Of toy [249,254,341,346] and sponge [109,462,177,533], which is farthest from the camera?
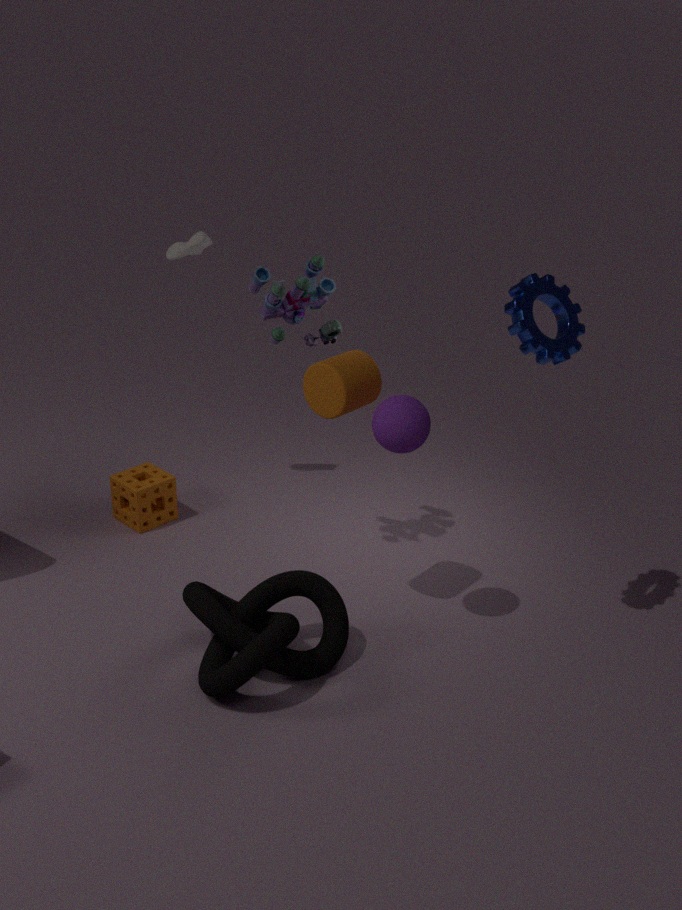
sponge [109,462,177,533]
